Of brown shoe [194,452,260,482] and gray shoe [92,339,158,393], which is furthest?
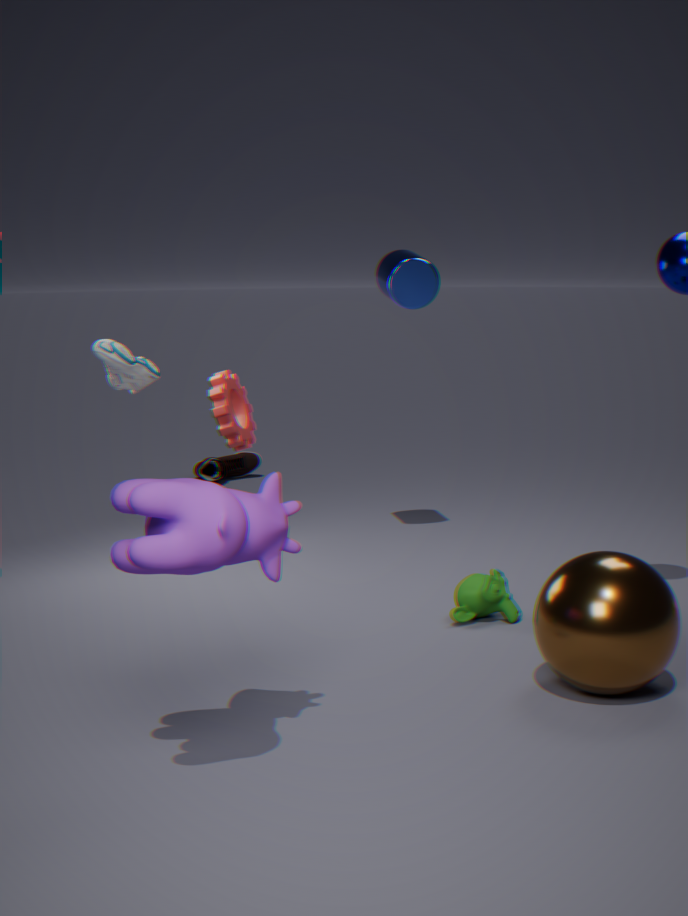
brown shoe [194,452,260,482]
